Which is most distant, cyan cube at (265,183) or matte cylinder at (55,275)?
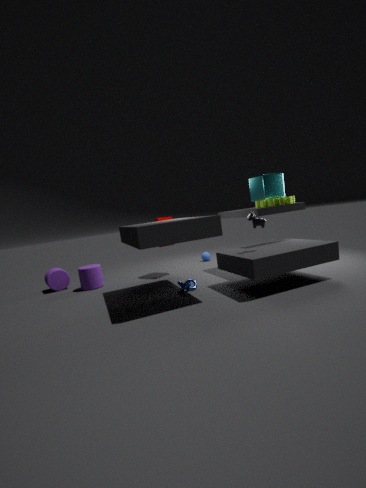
matte cylinder at (55,275)
